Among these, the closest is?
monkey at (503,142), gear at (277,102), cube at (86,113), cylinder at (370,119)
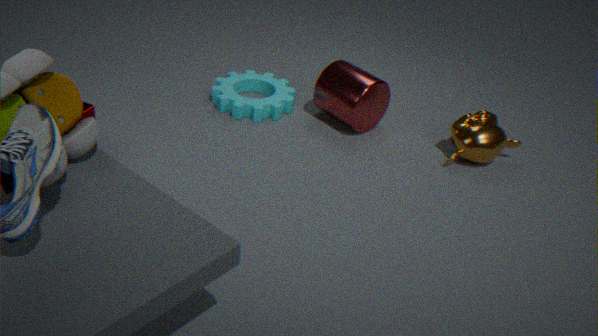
cube at (86,113)
